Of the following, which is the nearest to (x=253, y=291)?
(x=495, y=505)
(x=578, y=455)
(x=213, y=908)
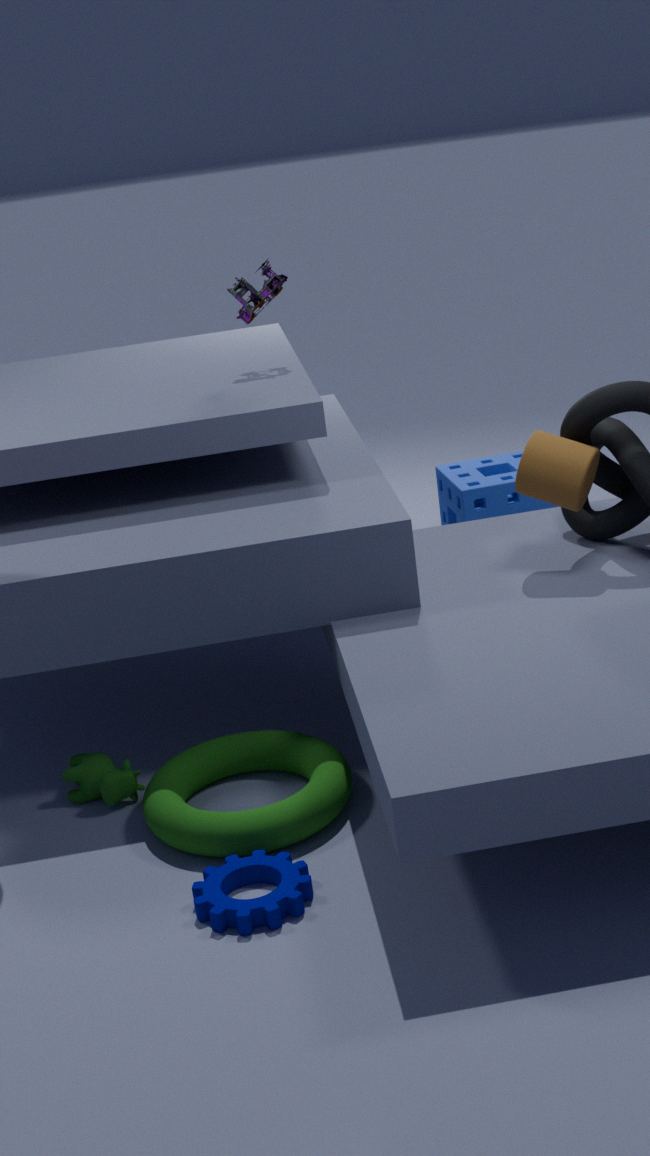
(x=495, y=505)
